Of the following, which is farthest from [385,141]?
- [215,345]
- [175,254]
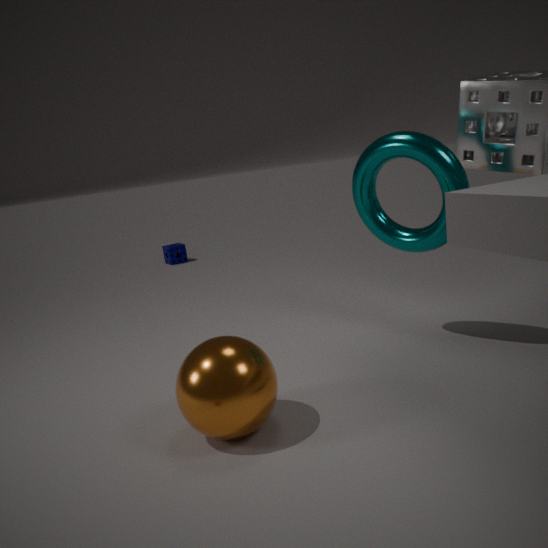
[175,254]
